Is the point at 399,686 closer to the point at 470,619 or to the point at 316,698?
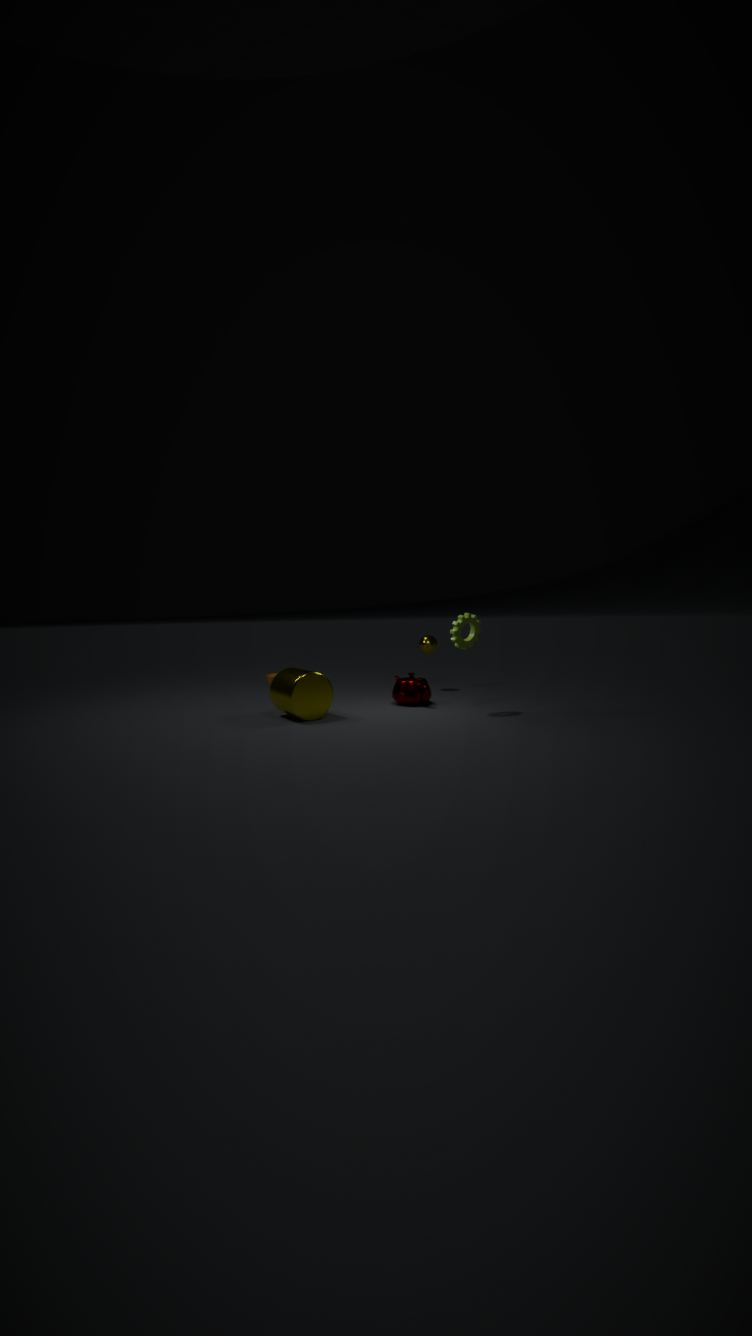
the point at 470,619
